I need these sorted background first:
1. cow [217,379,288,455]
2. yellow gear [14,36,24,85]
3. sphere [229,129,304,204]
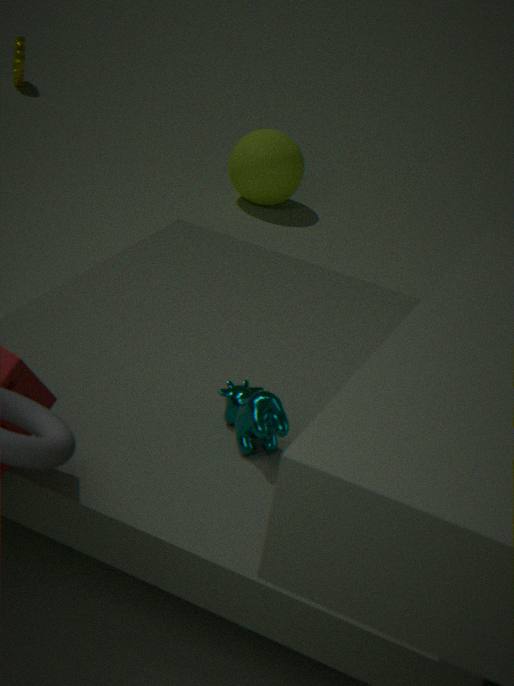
yellow gear [14,36,24,85]
sphere [229,129,304,204]
cow [217,379,288,455]
